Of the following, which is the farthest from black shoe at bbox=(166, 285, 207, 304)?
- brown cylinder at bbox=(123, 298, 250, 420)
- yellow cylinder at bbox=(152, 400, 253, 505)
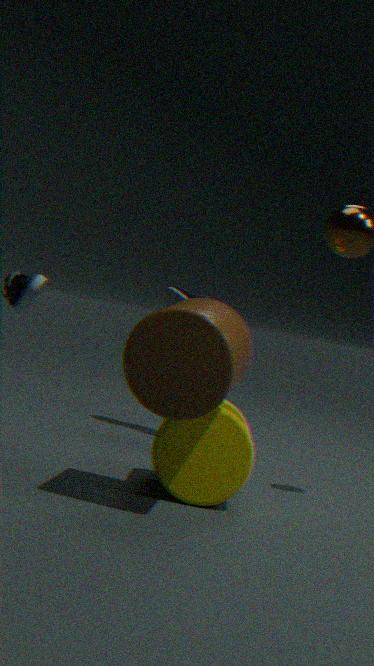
brown cylinder at bbox=(123, 298, 250, 420)
